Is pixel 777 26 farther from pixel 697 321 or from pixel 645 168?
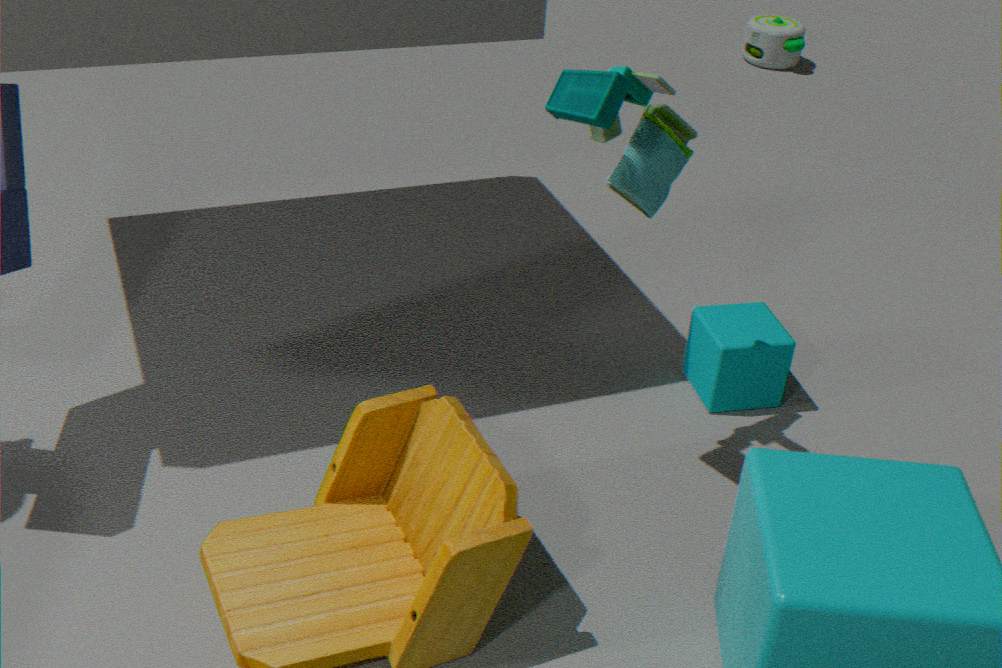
pixel 645 168
